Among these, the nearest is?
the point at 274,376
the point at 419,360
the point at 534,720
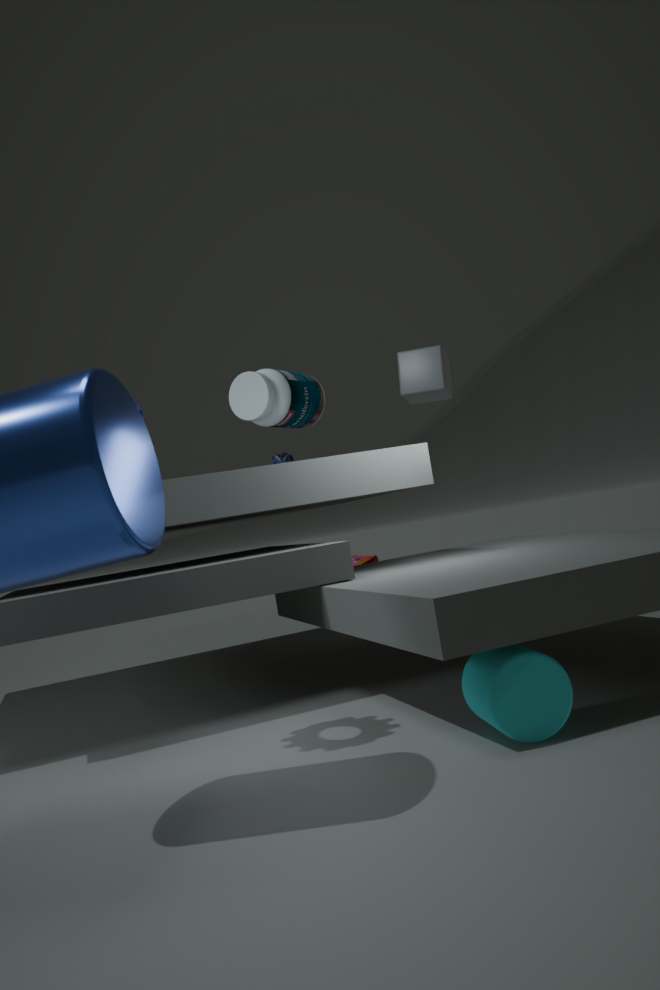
the point at 534,720
